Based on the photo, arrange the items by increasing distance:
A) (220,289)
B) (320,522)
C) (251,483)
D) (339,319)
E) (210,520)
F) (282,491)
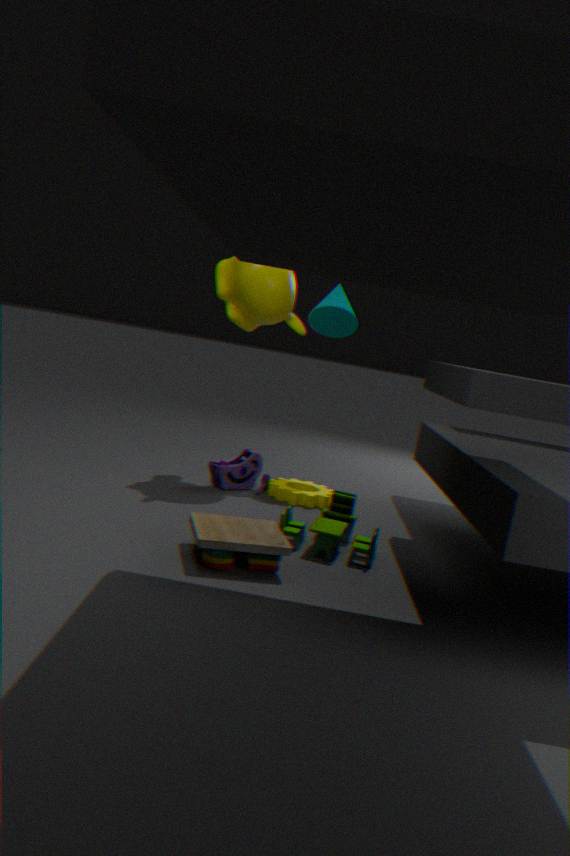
(210,520) < (320,522) < (282,491) < (220,289) < (251,483) < (339,319)
